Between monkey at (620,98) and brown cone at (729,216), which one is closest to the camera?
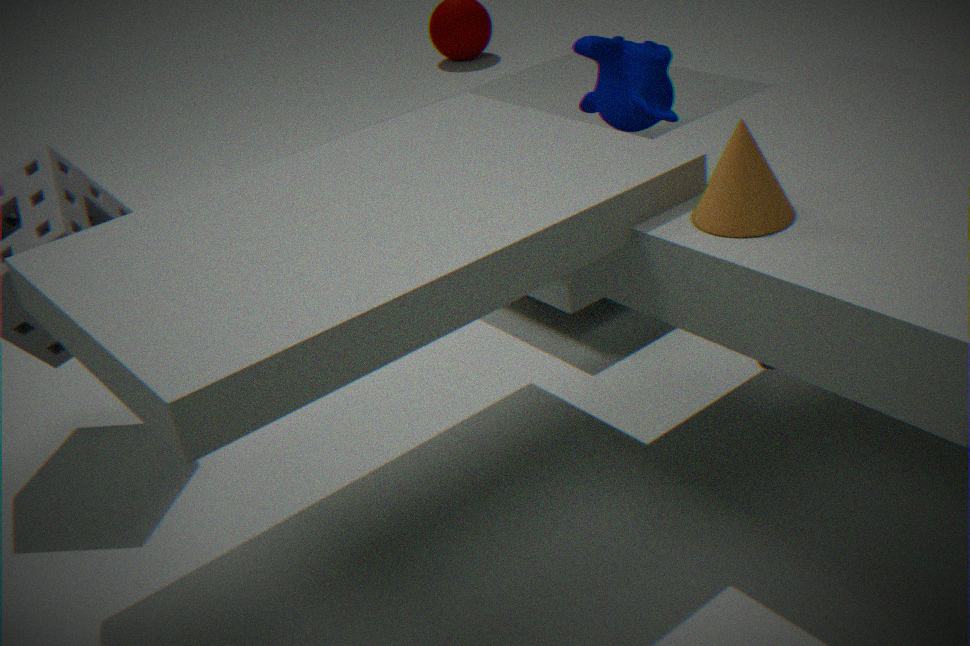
brown cone at (729,216)
